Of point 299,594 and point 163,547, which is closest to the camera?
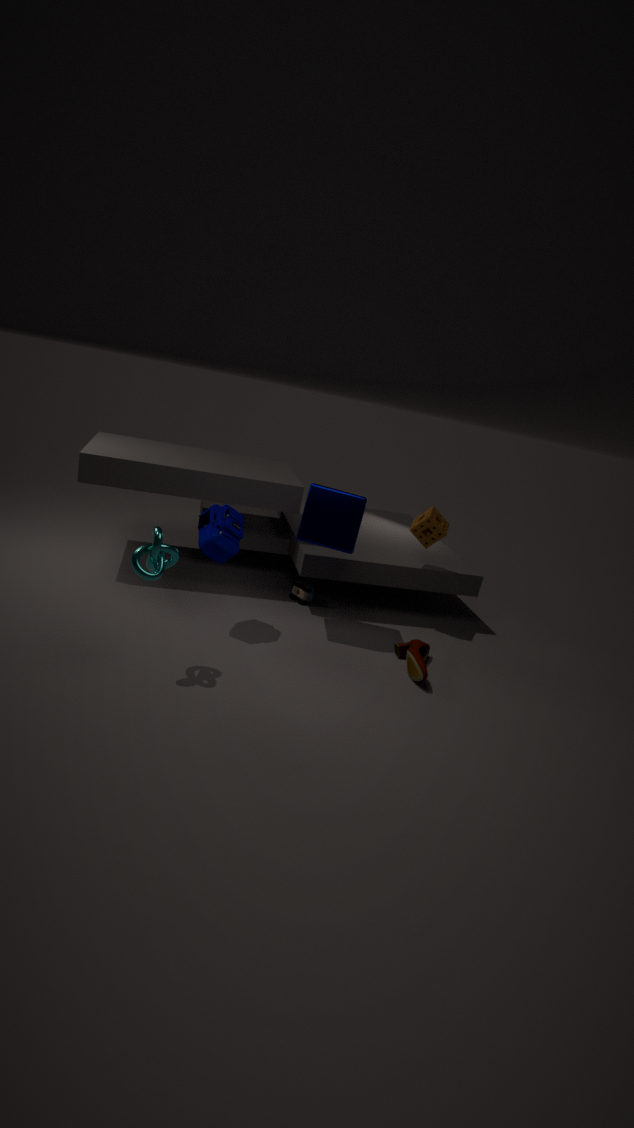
point 163,547
